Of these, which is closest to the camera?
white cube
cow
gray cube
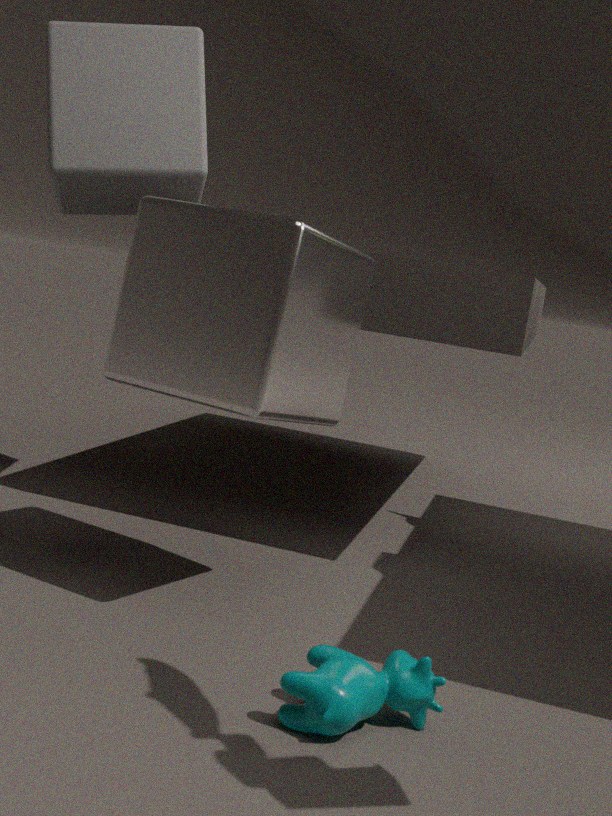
cow
